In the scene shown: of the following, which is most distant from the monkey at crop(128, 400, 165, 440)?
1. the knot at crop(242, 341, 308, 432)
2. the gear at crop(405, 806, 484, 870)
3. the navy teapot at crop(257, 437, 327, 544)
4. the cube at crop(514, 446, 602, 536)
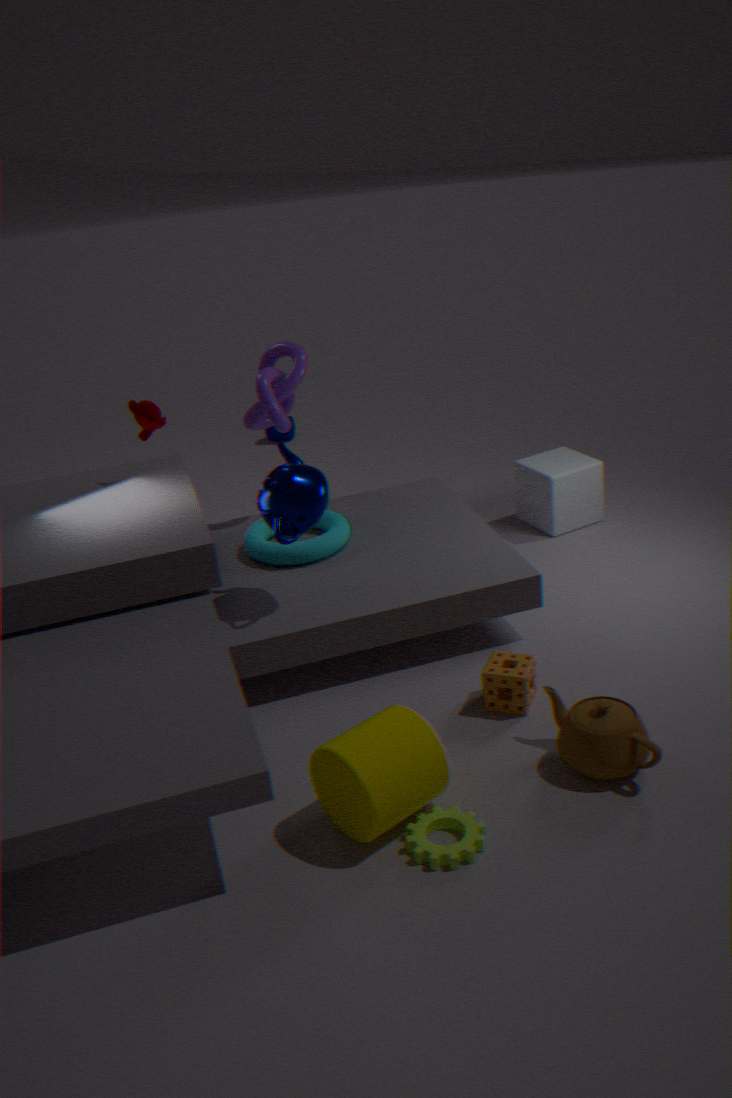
the gear at crop(405, 806, 484, 870)
